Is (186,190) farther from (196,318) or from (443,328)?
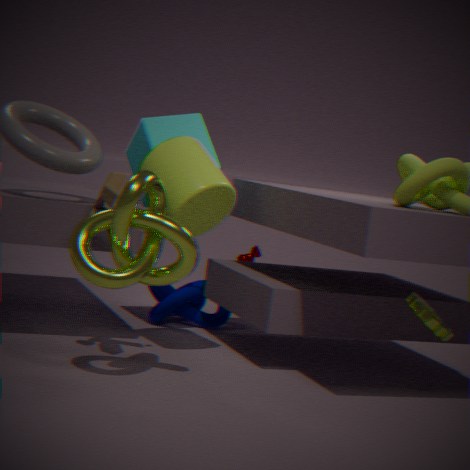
(443,328)
